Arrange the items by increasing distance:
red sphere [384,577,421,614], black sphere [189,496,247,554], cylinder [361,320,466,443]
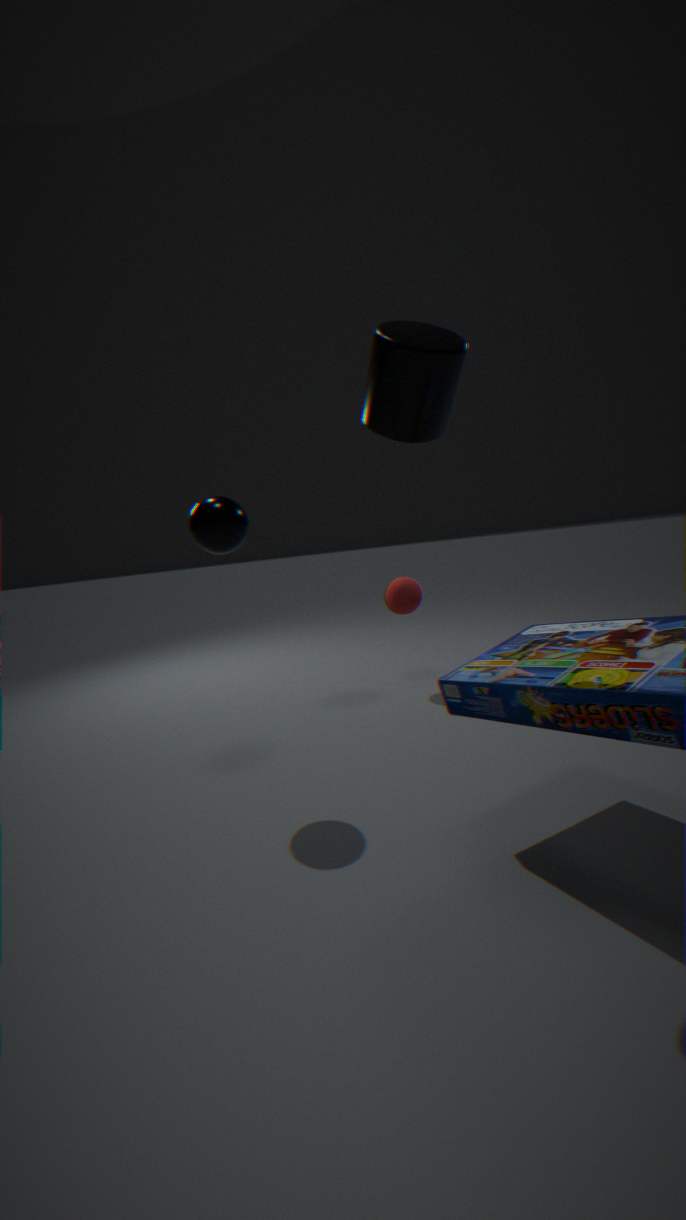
cylinder [361,320,466,443] < black sphere [189,496,247,554] < red sphere [384,577,421,614]
